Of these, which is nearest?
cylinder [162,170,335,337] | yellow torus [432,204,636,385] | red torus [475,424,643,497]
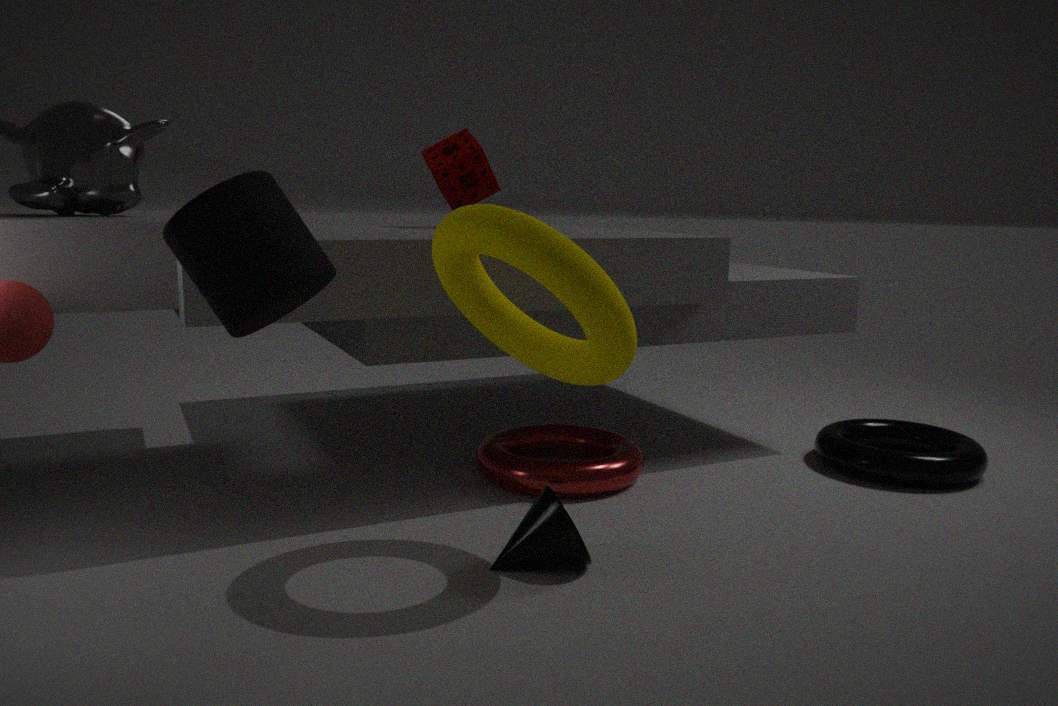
cylinder [162,170,335,337]
